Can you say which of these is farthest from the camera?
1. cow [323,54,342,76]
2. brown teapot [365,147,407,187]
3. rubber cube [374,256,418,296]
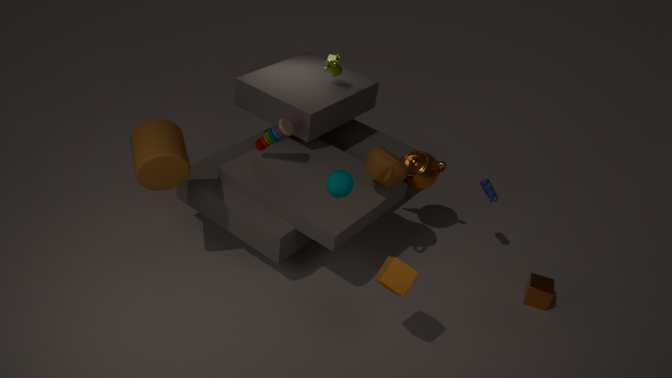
cow [323,54,342,76]
